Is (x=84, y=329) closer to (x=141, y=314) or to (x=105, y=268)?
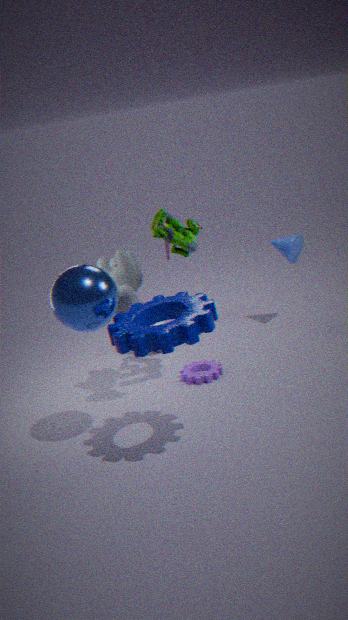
(x=141, y=314)
